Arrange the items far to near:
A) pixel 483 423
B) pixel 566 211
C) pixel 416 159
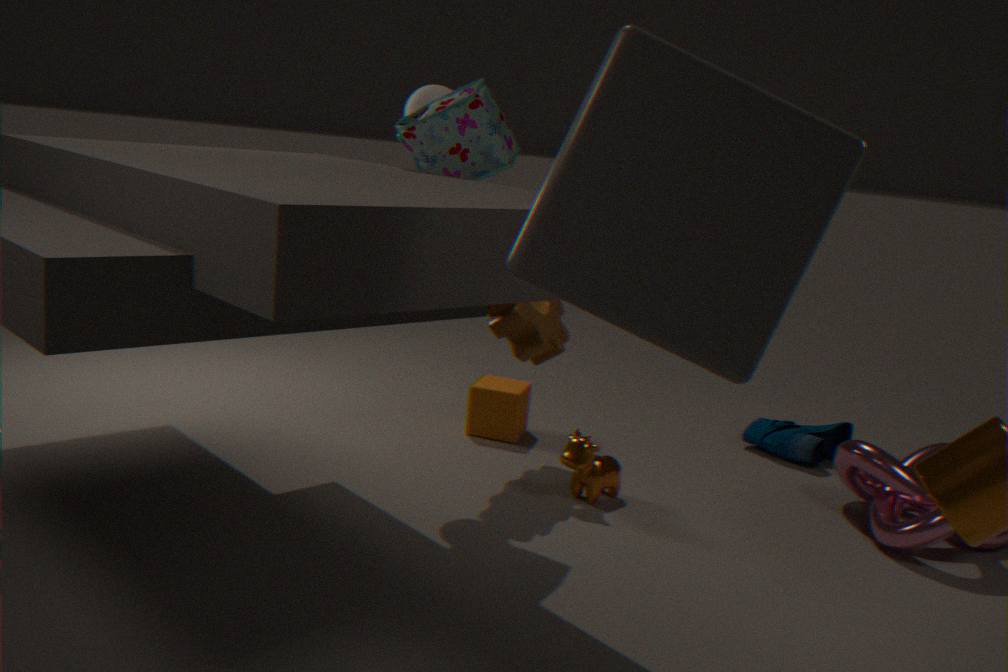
pixel 483 423
pixel 416 159
pixel 566 211
